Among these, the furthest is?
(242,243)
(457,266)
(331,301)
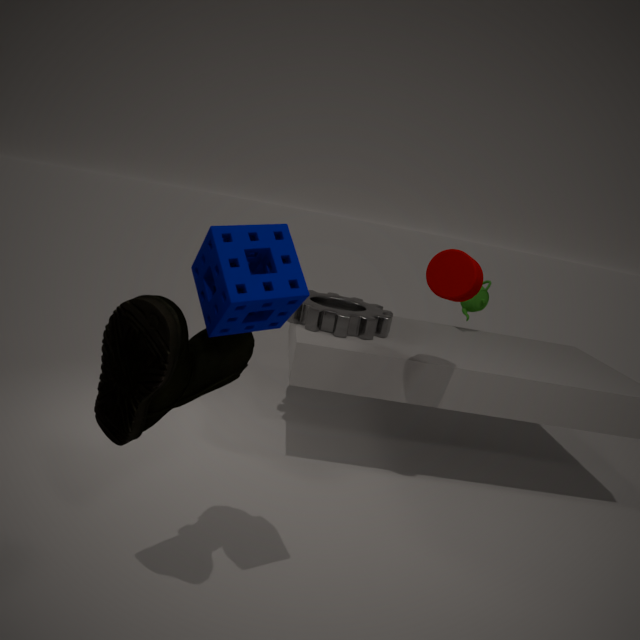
(331,301)
